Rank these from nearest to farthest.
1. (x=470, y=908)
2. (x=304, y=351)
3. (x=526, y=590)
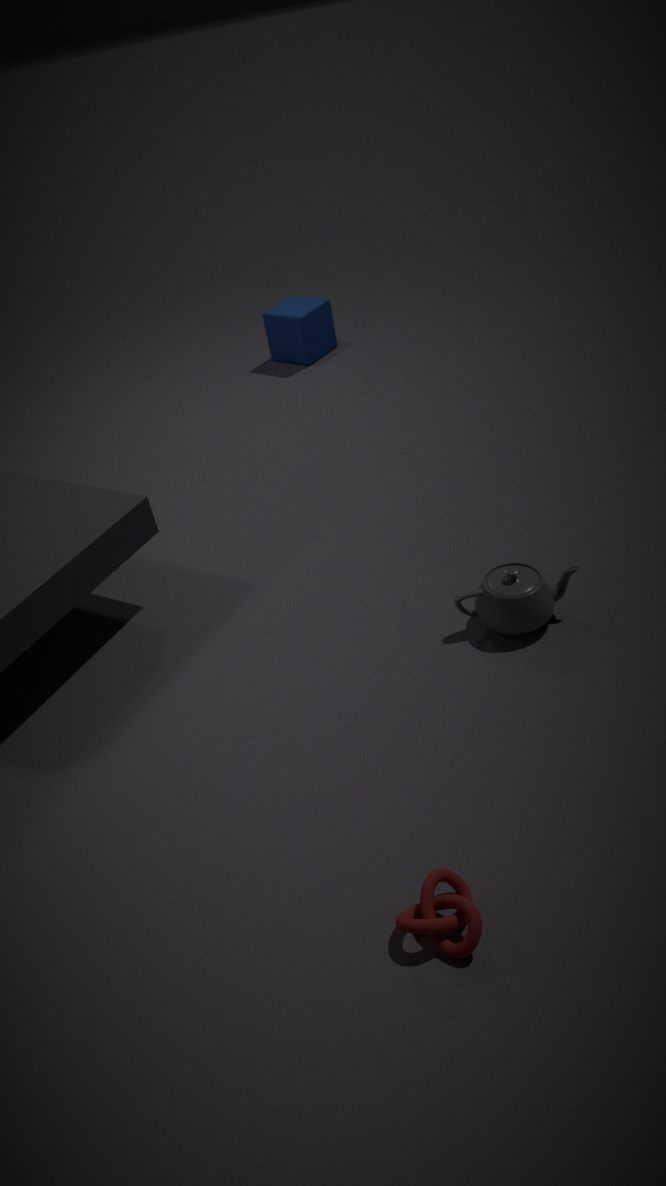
(x=470, y=908) < (x=526, y=590) < (x=304, y=351)
